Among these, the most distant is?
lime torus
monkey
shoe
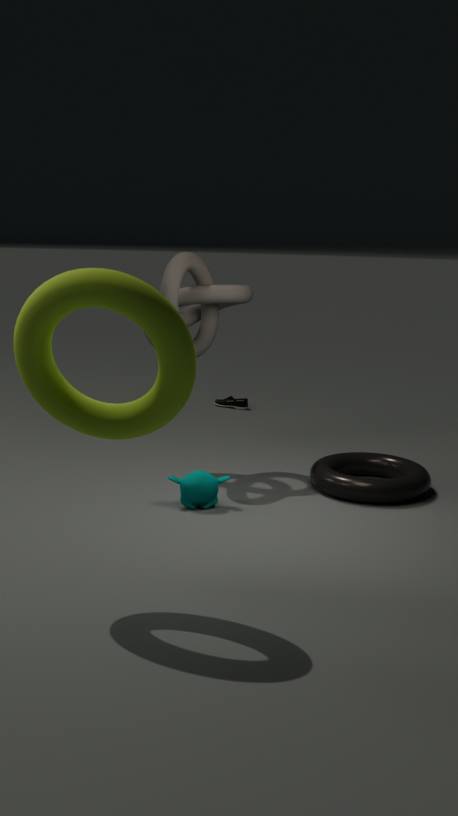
shoe
